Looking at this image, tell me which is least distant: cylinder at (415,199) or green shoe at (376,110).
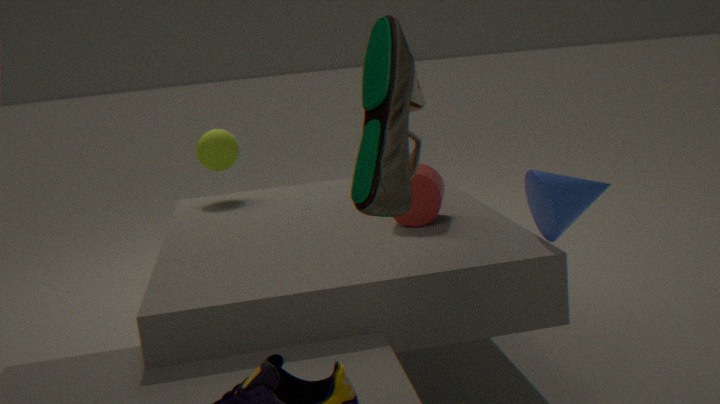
green shoe at (376,110)
